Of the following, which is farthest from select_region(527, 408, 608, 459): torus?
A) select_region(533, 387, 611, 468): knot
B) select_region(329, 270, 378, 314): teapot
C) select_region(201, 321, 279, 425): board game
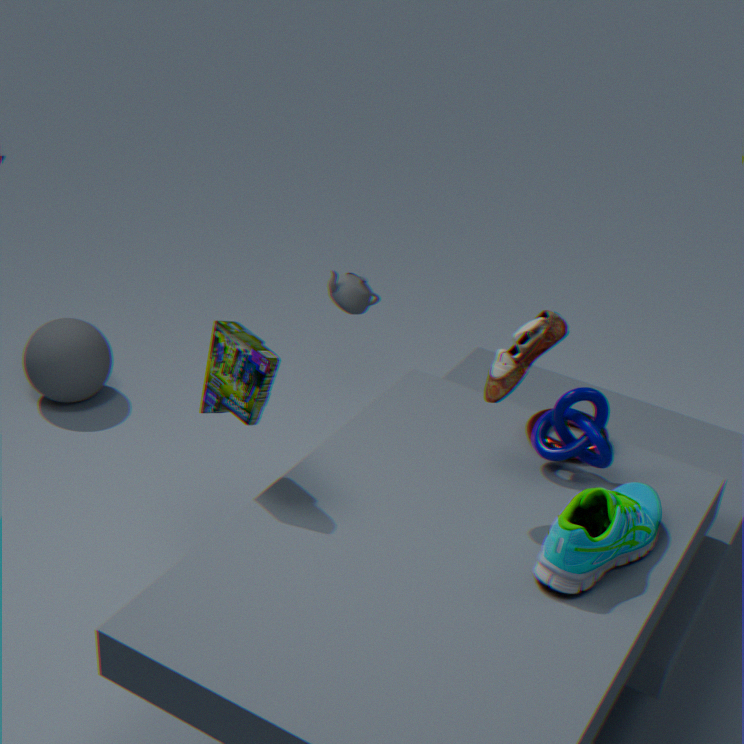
select_region(201, 321, 279, 425): board game
